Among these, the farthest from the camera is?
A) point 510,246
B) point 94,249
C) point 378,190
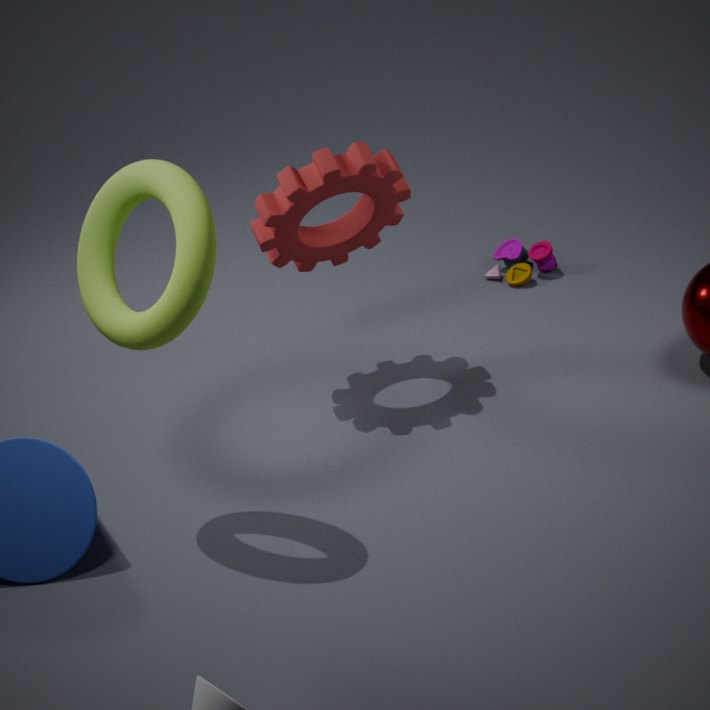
point 510,246
